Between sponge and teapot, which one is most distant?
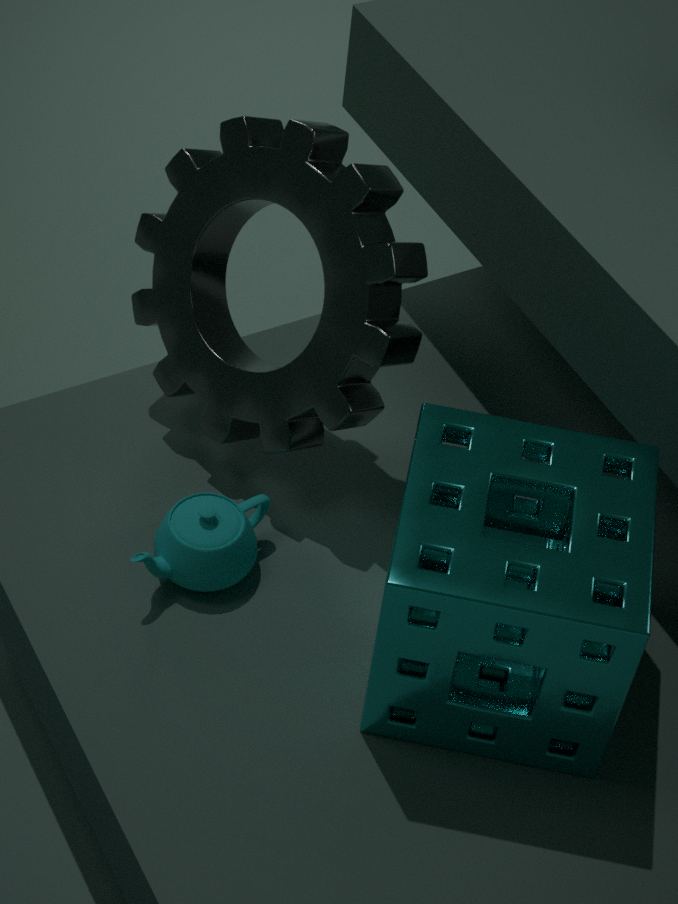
teapot
